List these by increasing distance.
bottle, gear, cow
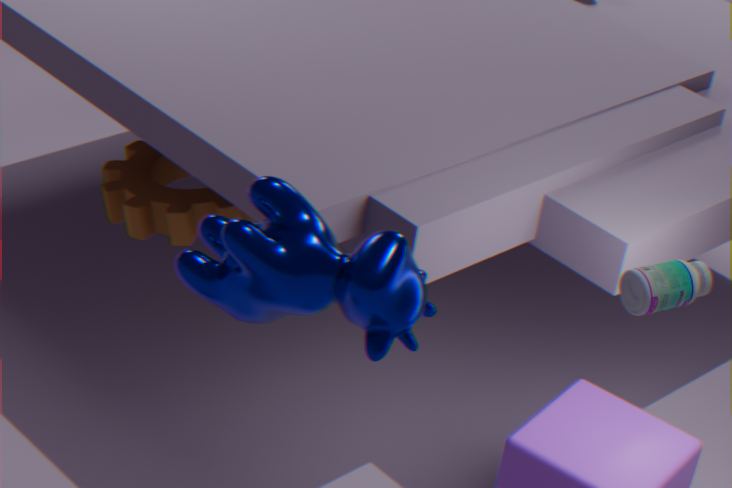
cow < bottle < gear
